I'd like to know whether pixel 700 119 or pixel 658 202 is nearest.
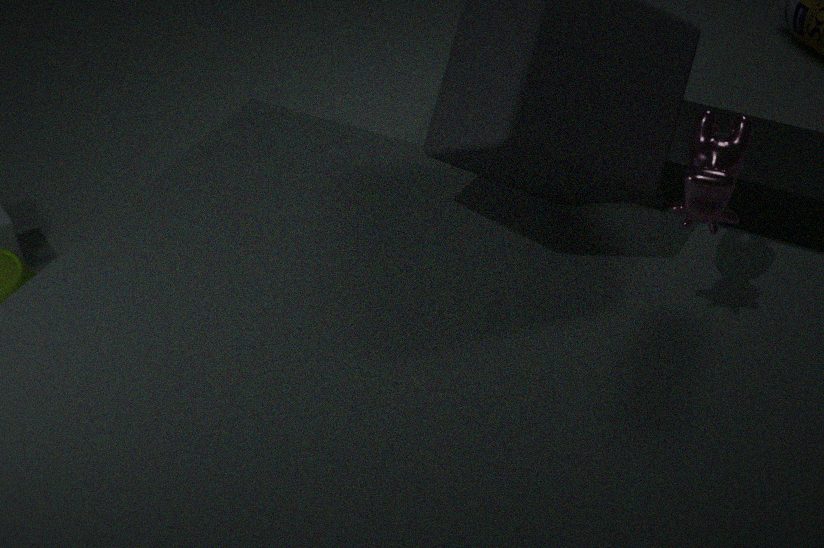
pixel 700 119
